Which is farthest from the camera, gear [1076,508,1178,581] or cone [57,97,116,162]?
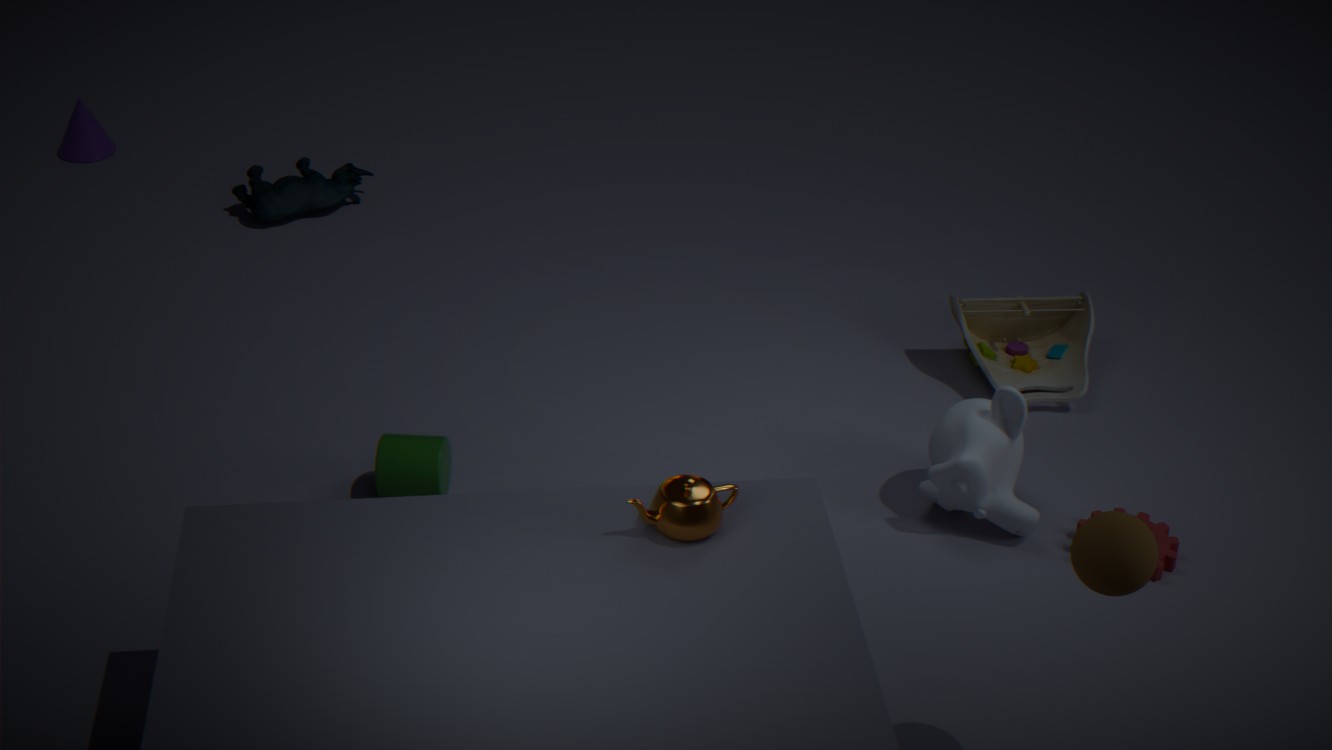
cone [57,97,116,162]
